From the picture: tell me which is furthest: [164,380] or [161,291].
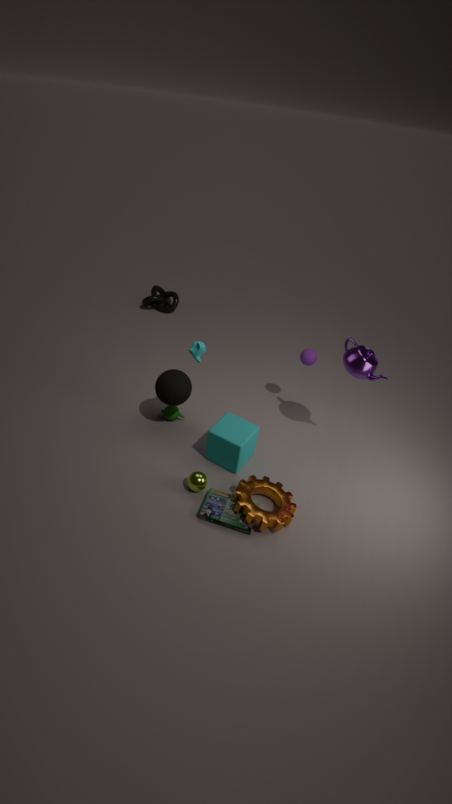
[161,291]
